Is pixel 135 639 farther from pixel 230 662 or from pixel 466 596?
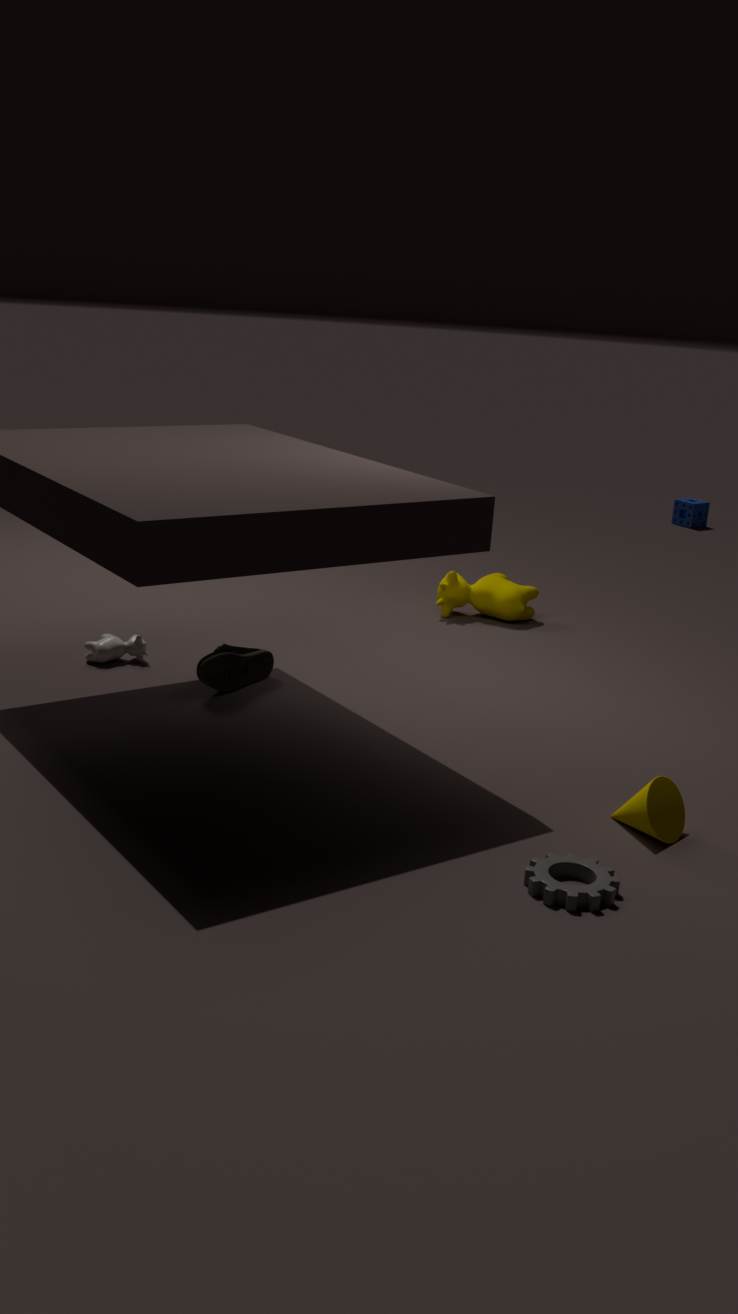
pixel 466 596
